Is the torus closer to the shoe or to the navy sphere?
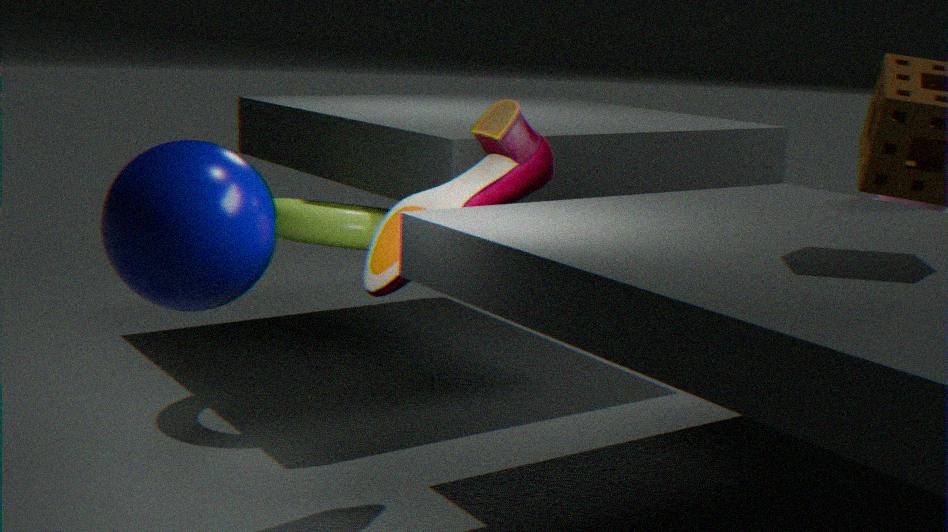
the shoe
